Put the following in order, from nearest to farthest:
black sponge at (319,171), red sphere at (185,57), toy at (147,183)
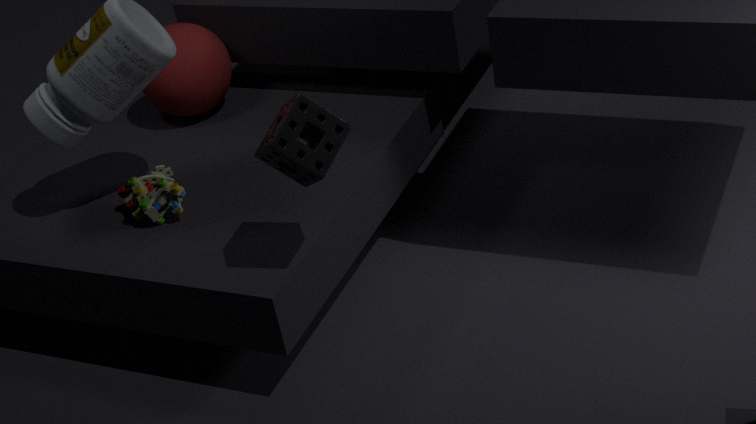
black sponge at (319,171)
toy at (147,183)
red sphere at (185,57)
